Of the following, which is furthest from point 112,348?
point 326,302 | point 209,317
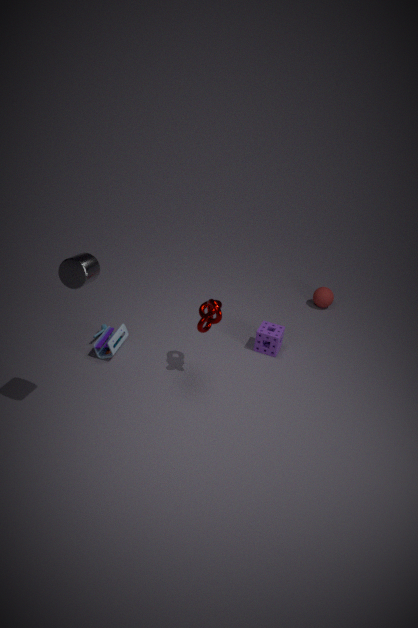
point 326,302
